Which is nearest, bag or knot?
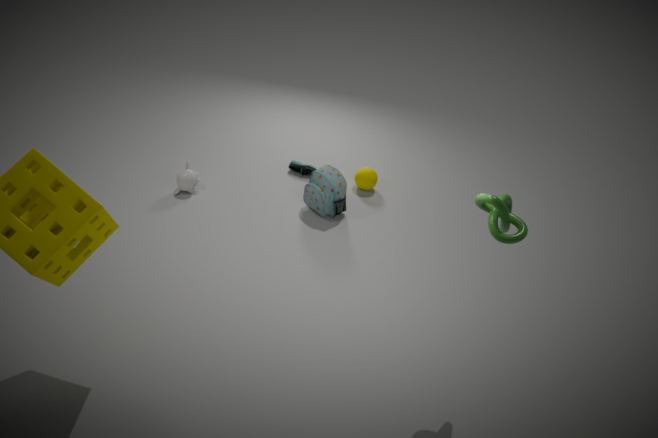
knot
